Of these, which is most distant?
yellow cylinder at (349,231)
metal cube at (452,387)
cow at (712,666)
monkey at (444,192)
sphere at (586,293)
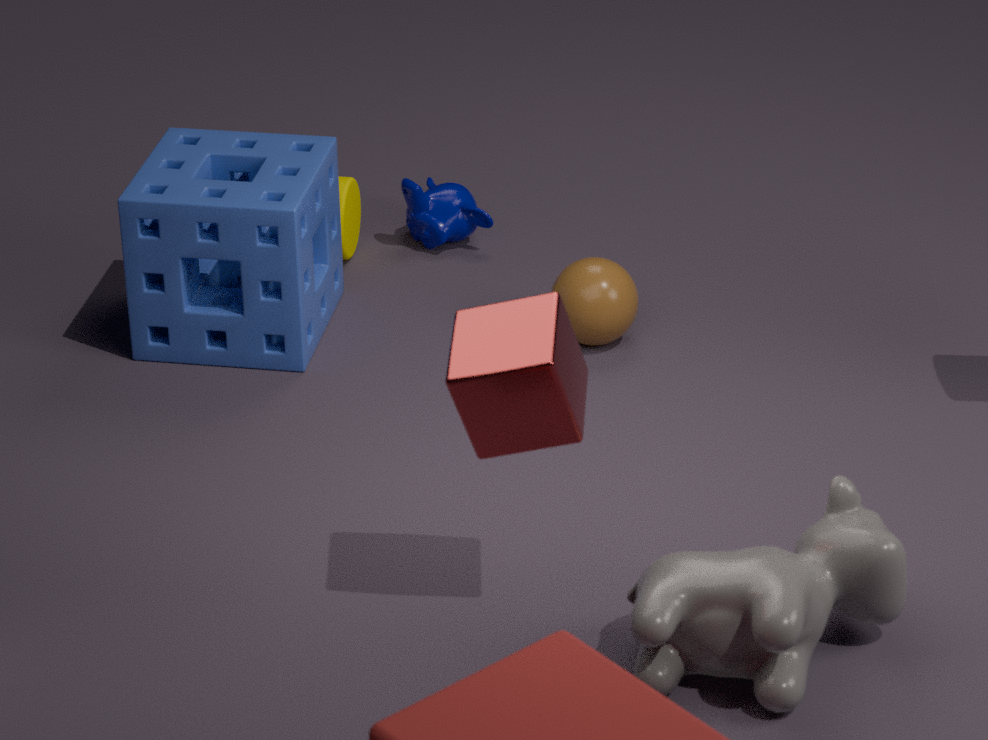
monkey at (444,192)
